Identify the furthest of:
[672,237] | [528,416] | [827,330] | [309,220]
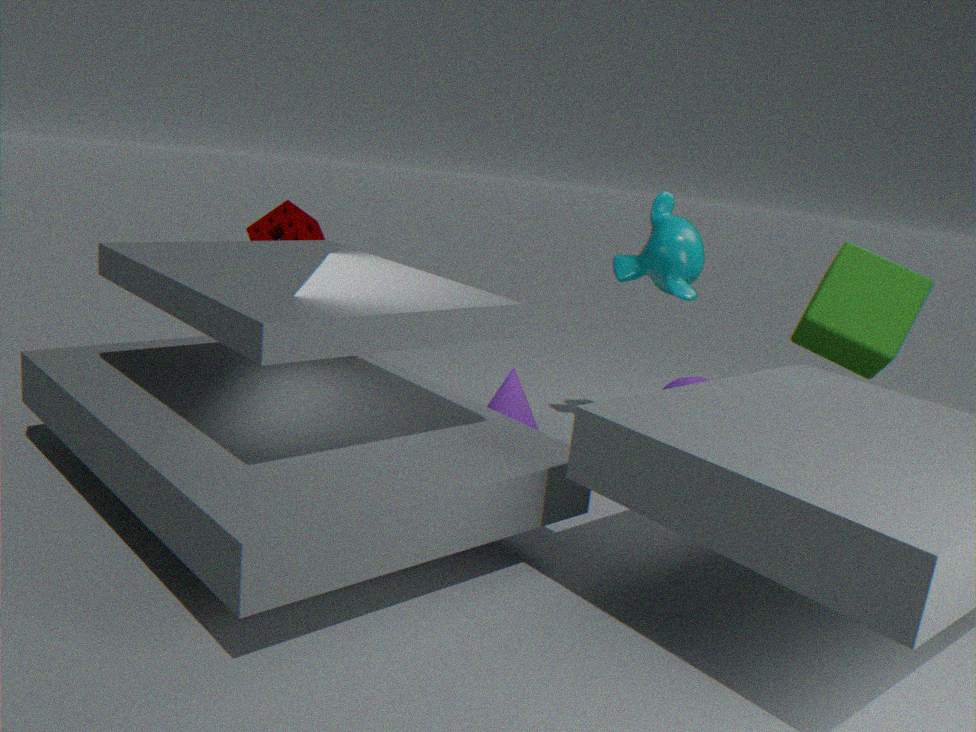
[309,220]
